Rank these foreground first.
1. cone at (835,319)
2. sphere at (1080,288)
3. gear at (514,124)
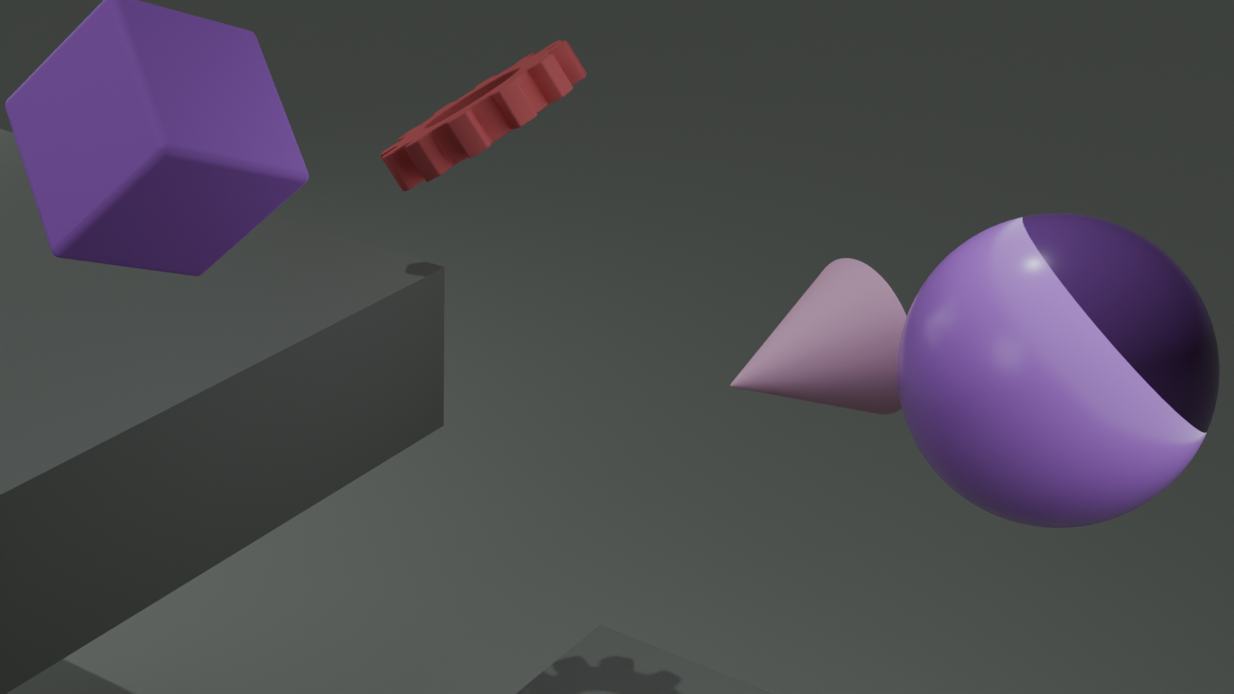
sphere at (1080,288)
gear at (514,124)
cone at (835,319)
